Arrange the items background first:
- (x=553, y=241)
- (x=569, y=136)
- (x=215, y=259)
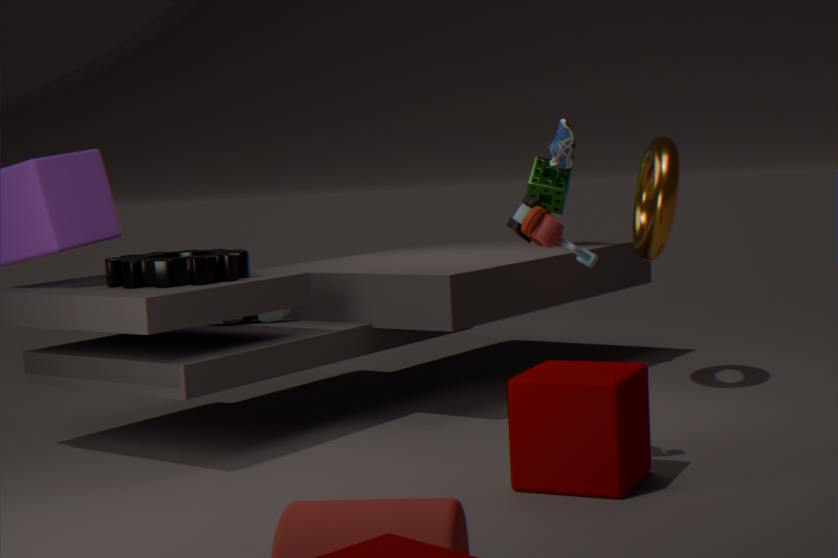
(x=569, y=136), (x=215, y=259), (x=553, y=241)
